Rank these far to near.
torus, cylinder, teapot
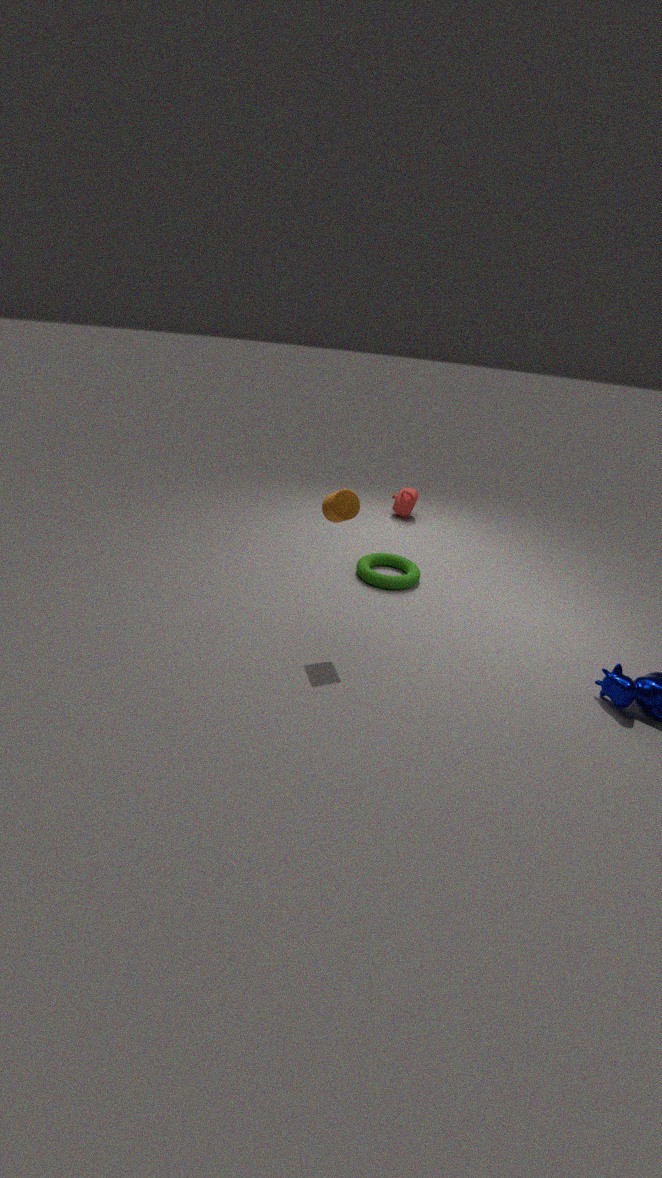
teapot → torus → cylinder
